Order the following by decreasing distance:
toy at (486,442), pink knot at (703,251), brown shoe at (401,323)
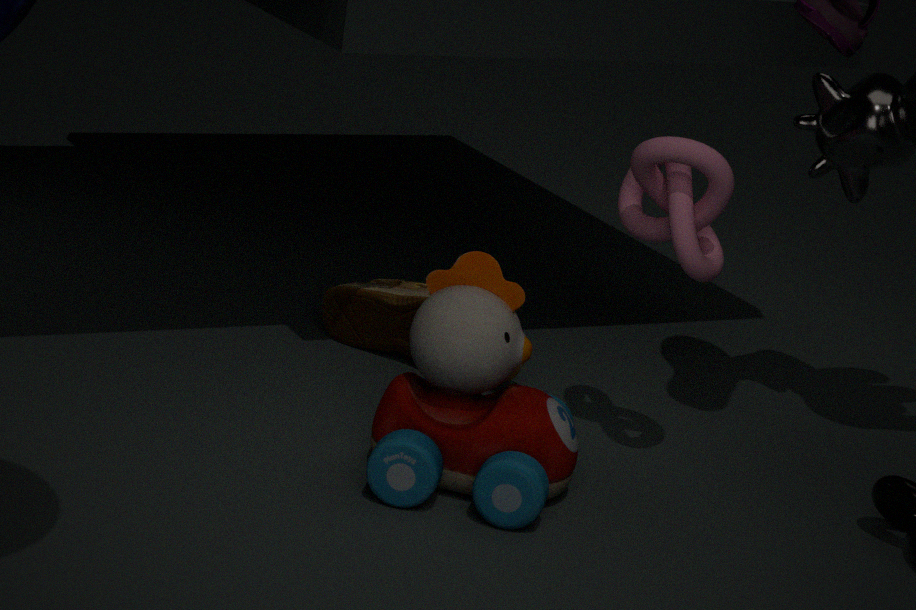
1. brown shoe at (401,323)
2. pink knot at (703,251)
3. toy at (486,442)
